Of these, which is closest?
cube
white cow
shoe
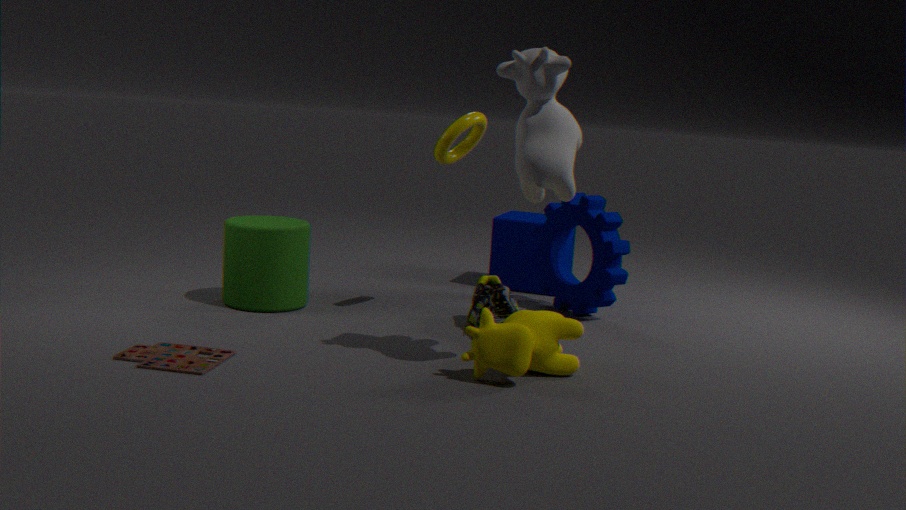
white cow
